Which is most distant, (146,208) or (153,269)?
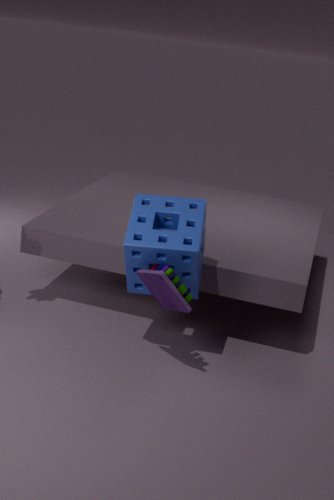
(146,208)
